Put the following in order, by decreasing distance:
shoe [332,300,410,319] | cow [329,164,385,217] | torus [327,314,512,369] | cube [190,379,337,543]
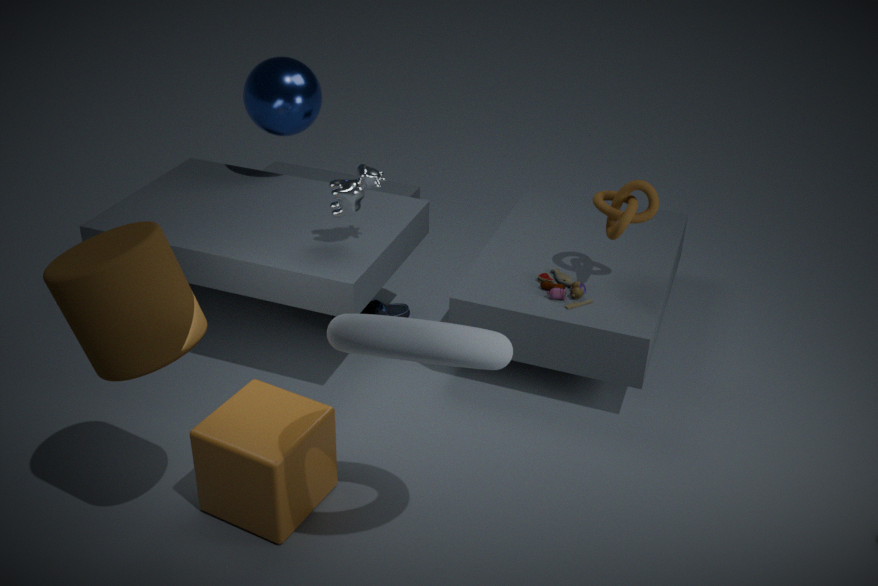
1. shoe [332,300,410,319]
2. cow [329,164,385,217]
3. cube [190,379,337,543]
4. torus [327,314,512,369]
